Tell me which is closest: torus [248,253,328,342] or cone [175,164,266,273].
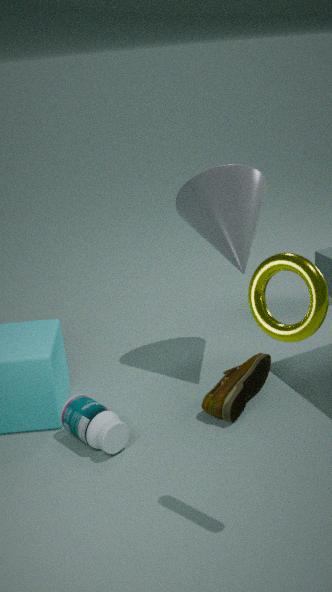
torus [248,253,328,342]
